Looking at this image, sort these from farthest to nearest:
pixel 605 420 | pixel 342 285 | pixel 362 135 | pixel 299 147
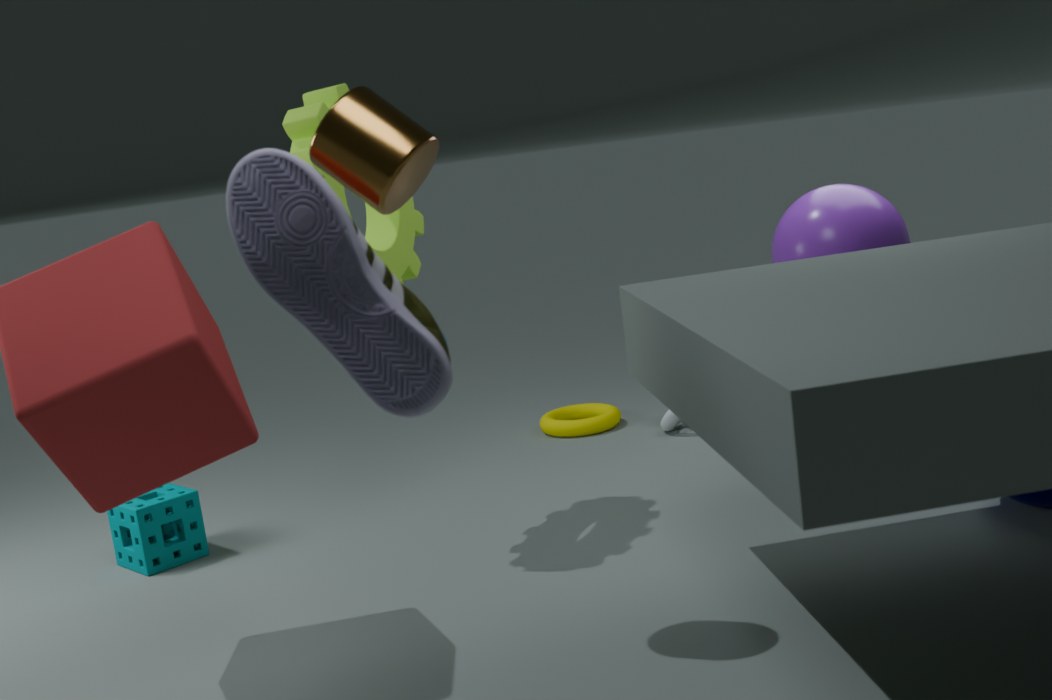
1. pixel 605 420
2. pixel 299 147
3. pixel 362 135
4. pixel 342 285
